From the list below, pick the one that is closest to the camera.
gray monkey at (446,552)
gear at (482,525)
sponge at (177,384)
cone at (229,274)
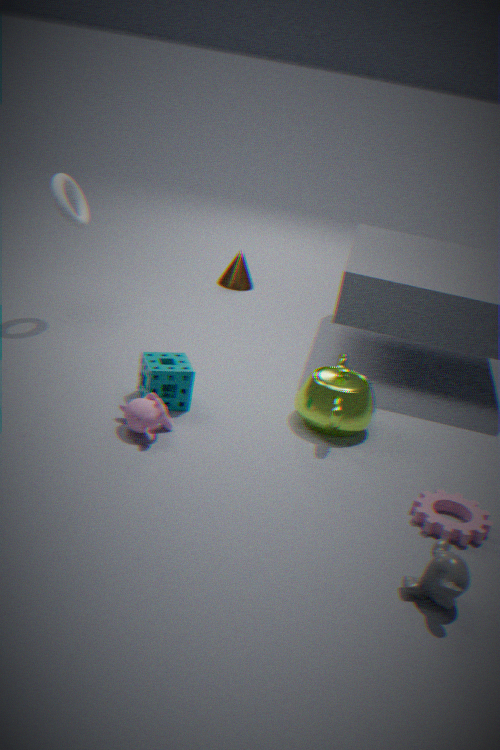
gray monkey at (446,552)
